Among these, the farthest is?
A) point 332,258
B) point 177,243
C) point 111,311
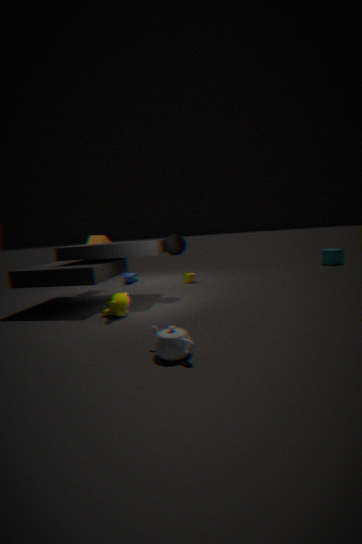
point 332,258
